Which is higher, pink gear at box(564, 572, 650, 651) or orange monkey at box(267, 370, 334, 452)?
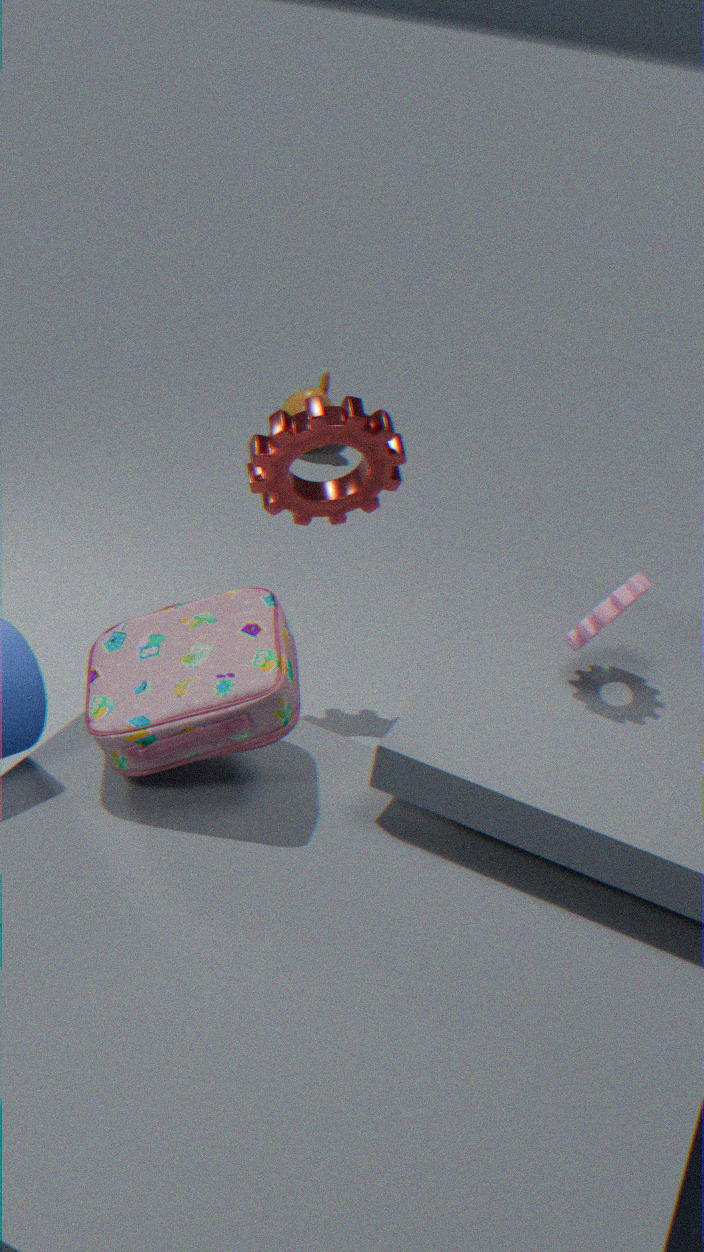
pink gear at box(564, 572, 650, 651)
